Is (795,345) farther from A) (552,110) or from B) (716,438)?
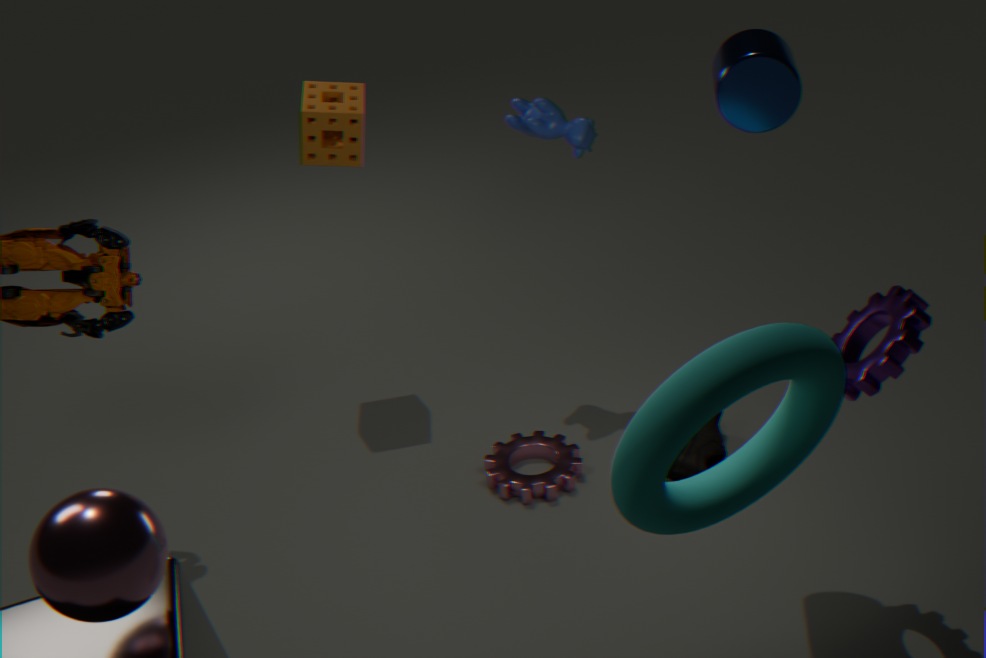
A) (552,110)
